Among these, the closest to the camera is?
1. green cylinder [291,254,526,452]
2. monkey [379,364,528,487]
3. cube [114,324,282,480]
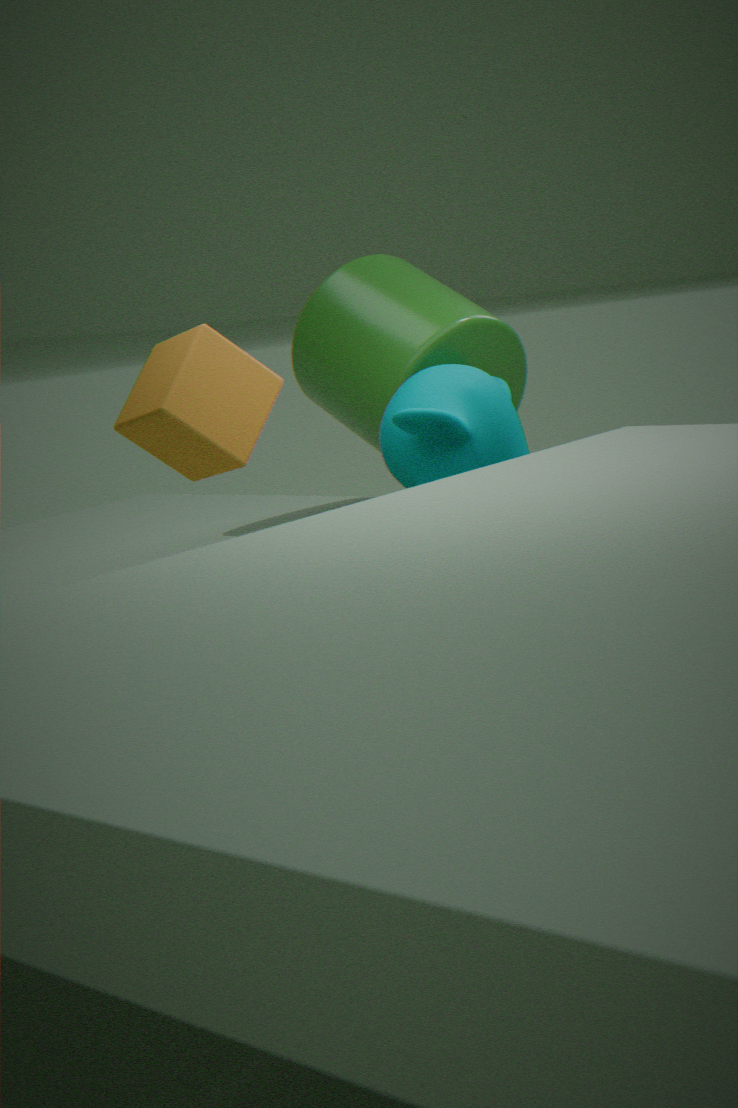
cube [114,324,282,480]
